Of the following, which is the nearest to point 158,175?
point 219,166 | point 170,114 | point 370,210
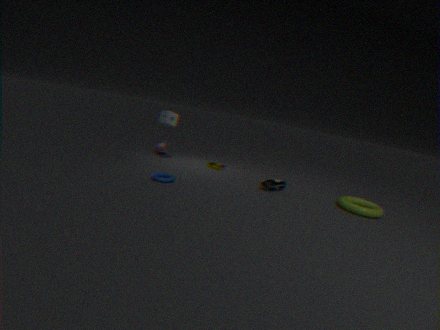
point 170,114
